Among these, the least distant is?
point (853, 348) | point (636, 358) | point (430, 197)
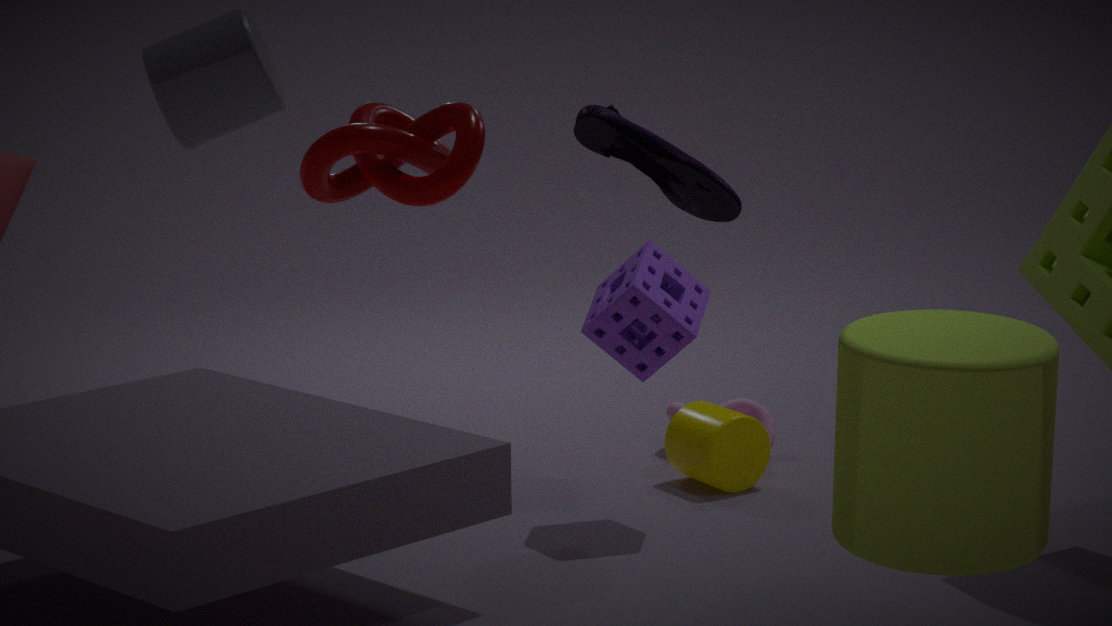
point (430, 197)
